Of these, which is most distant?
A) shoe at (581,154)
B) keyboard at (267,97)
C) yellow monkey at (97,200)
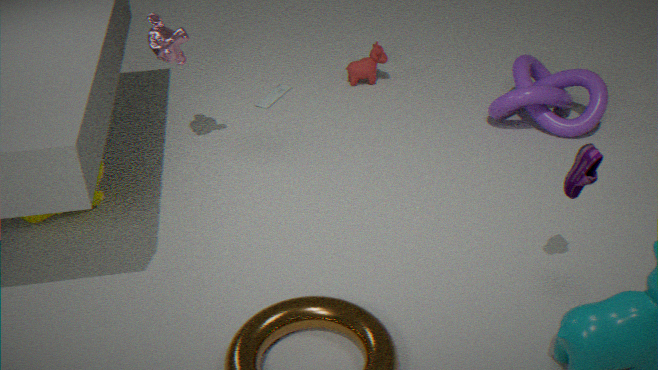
keyboard at (267,97)
